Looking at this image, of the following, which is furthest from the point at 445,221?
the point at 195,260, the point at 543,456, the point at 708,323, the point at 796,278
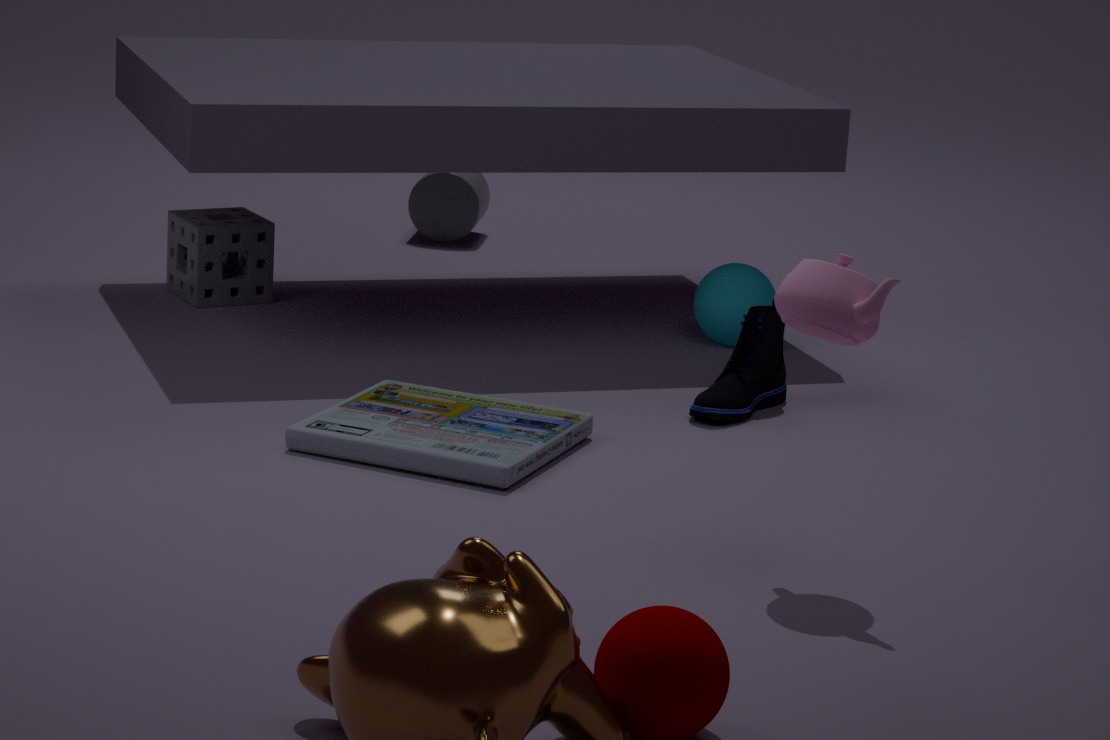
the point at 796,278
